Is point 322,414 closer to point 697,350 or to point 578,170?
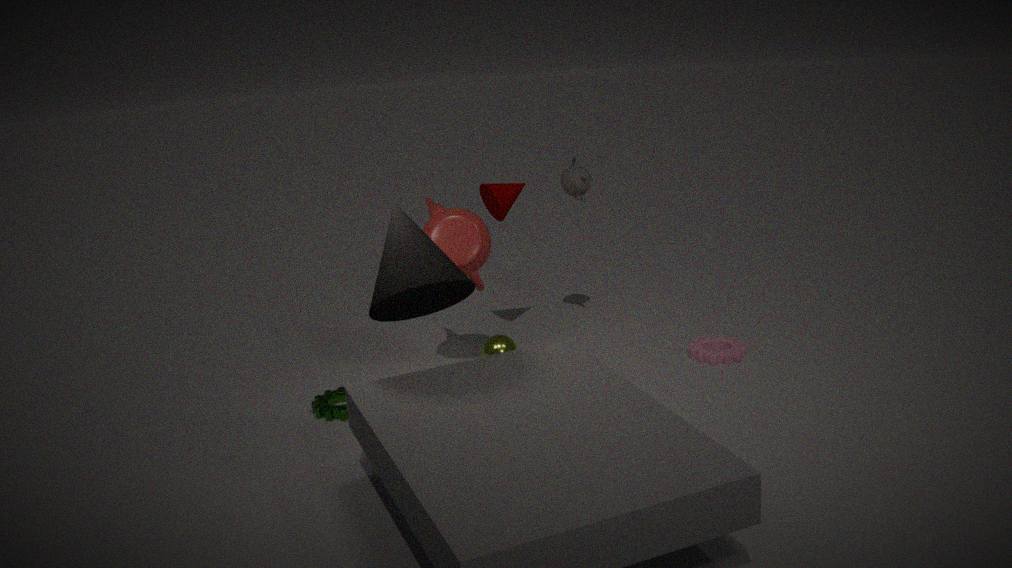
point 578,170
